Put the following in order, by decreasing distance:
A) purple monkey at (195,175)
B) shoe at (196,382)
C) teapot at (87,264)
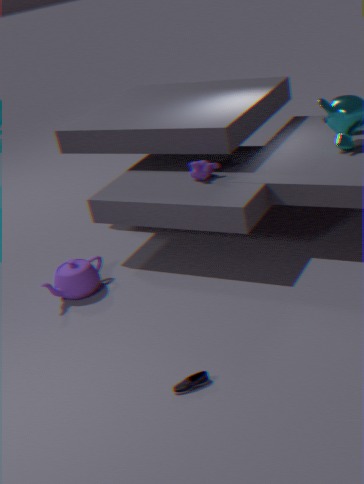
purple monkey at (195,175), teapot at (87,264), shoe at (196,382)
